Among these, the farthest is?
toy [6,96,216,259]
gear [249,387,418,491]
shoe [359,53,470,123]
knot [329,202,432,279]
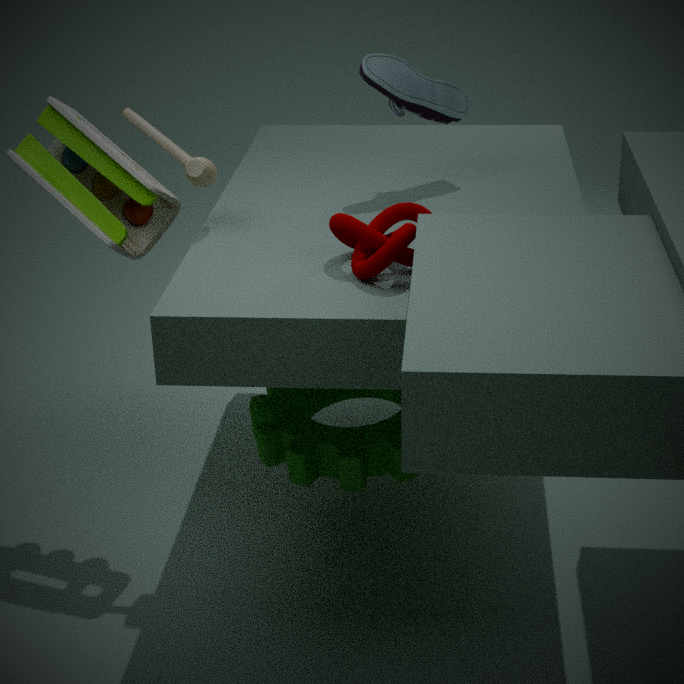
shoe [359,53,470,123]
